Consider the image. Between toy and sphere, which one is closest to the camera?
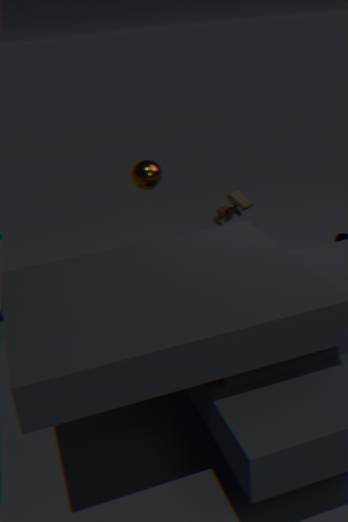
sphere
